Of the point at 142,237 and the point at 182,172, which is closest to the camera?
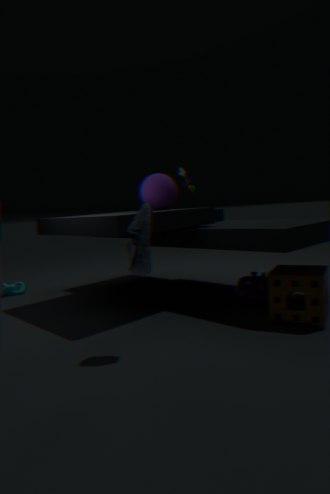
the point at 142,237
